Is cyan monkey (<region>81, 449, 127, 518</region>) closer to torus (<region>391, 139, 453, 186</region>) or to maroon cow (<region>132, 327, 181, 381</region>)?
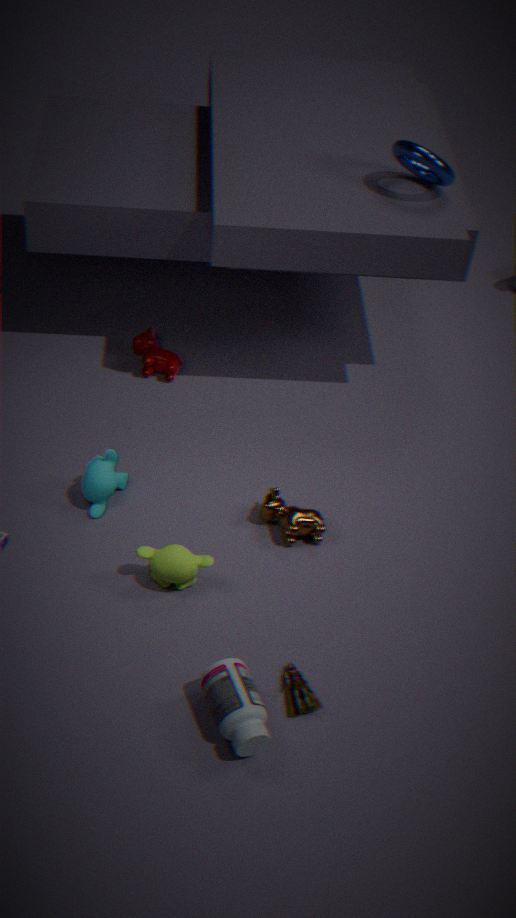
maroon cow (<region>132, 327, 181, 381</region>)
